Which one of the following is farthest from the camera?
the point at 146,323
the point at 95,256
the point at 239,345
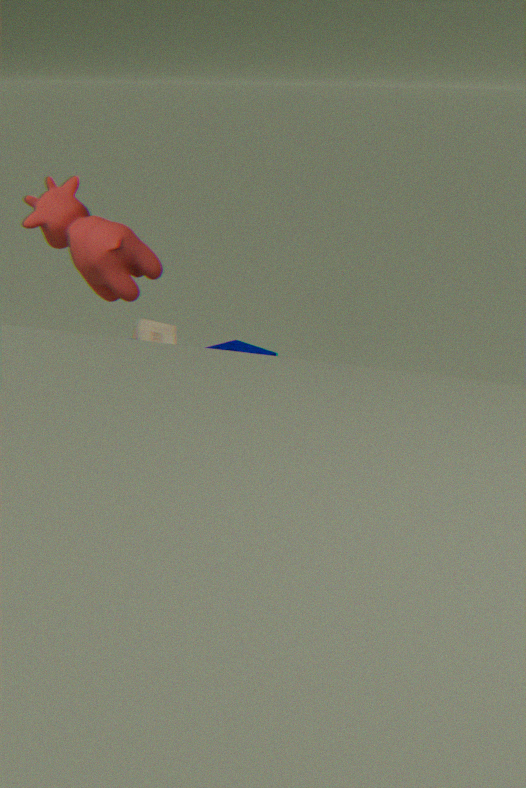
the point at 95,256
